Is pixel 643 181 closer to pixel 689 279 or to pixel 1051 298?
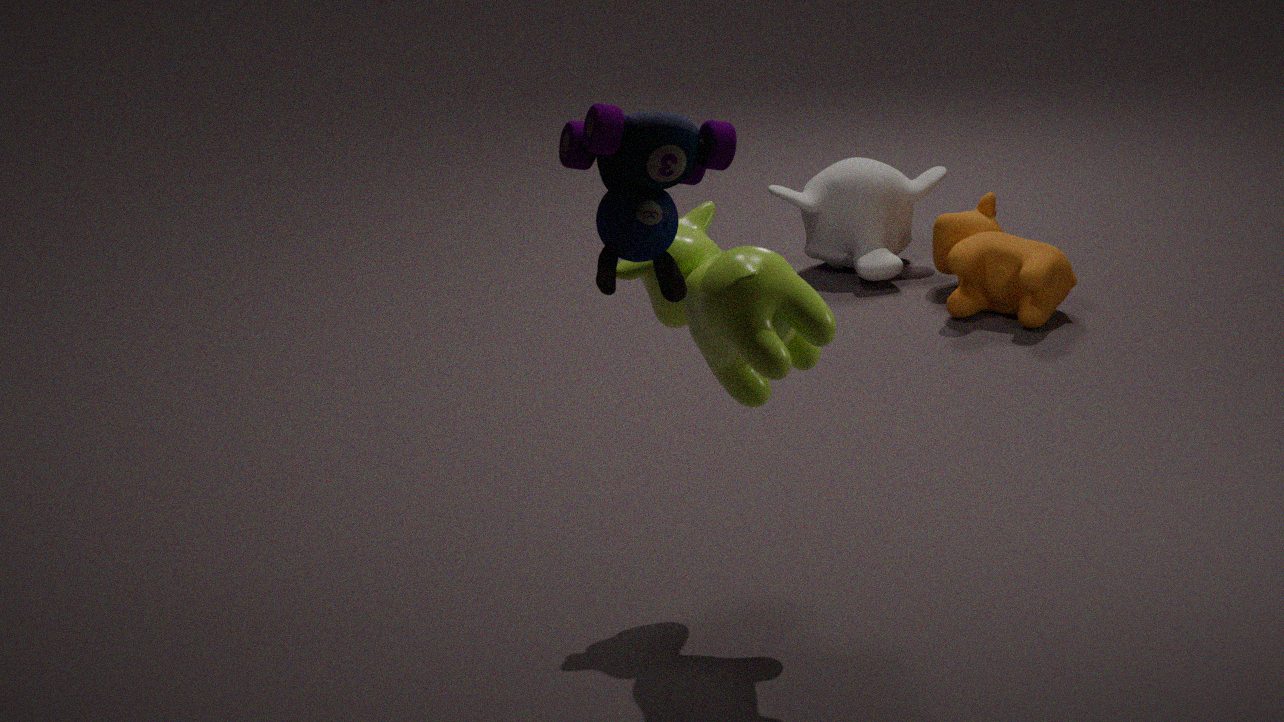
pixel 689 279
